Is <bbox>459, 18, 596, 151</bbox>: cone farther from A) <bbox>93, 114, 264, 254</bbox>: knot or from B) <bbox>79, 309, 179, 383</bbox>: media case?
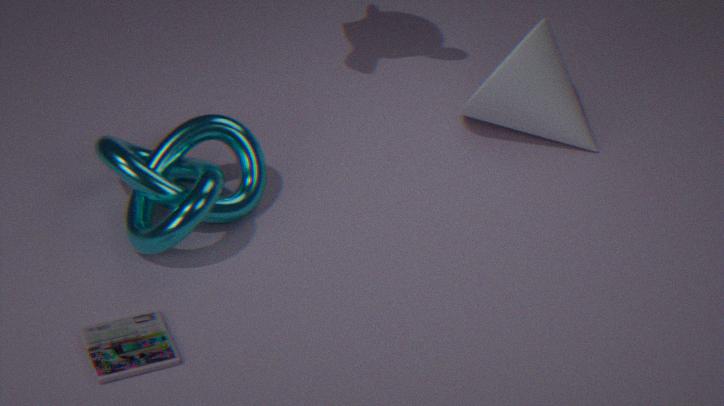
B) <bbox>79, 309, 179, 383</bbox>: media case
